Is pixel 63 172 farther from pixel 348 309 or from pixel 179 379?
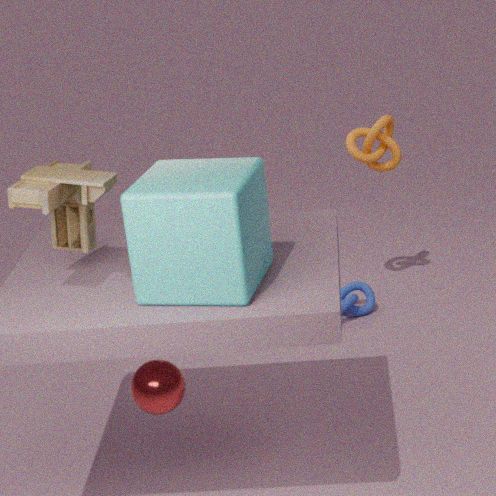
pixel 348 309
